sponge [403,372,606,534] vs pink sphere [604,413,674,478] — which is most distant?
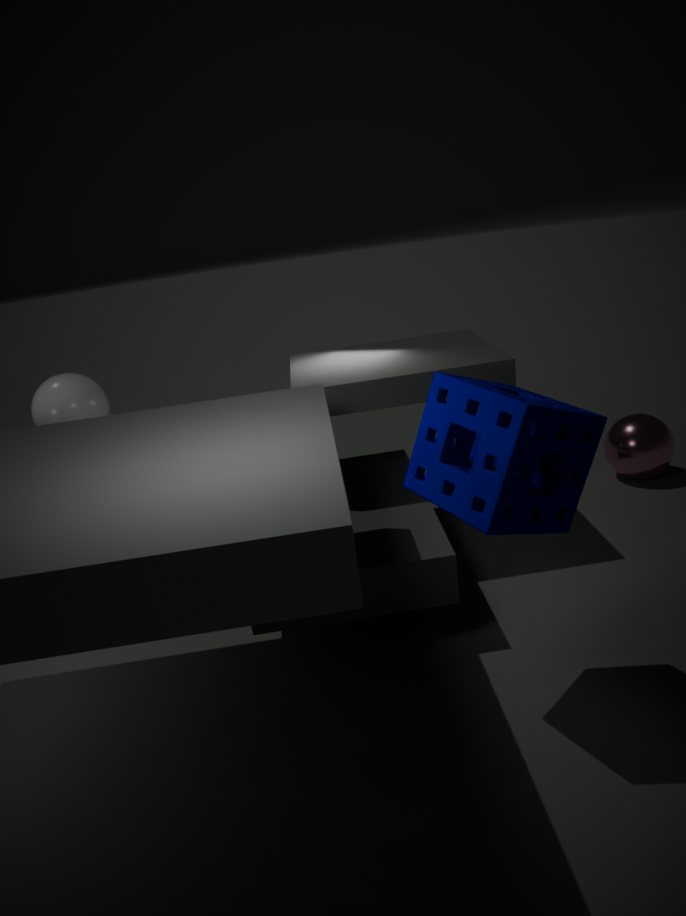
pink sphere [604,413,674,478]
